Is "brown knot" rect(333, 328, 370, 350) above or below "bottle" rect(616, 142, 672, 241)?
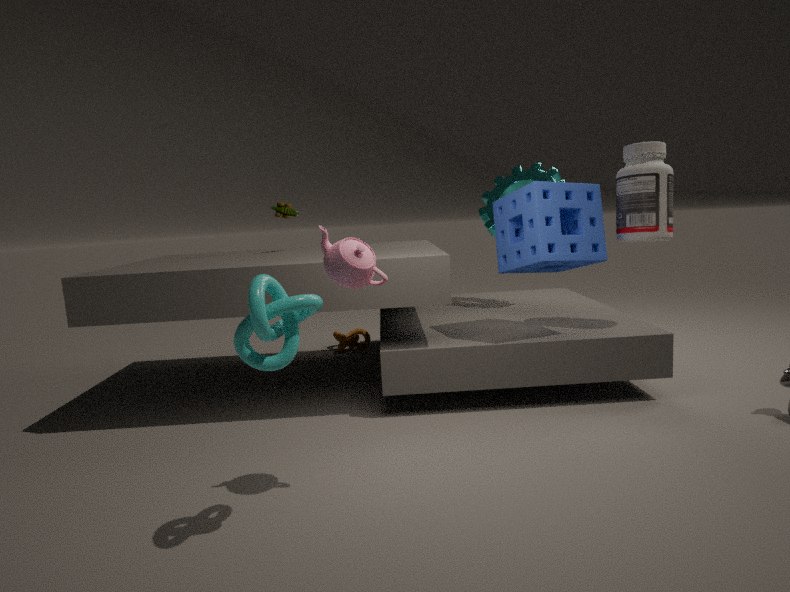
below
